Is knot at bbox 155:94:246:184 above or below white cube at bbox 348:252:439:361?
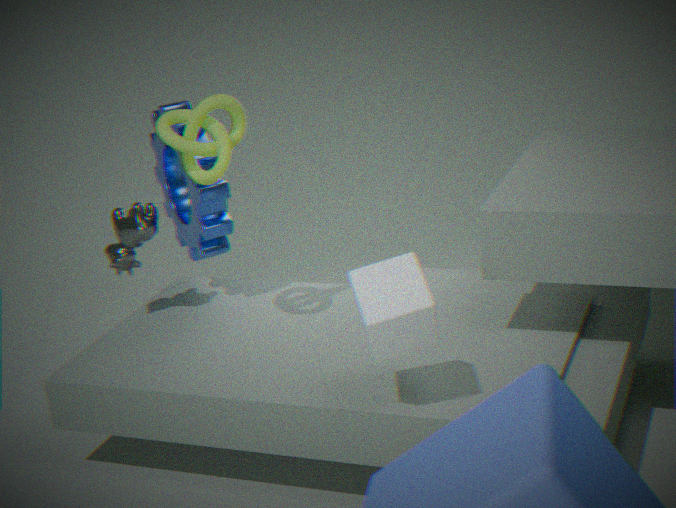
above
